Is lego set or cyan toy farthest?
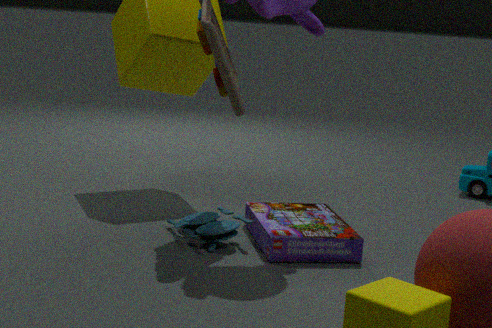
cyan toy
